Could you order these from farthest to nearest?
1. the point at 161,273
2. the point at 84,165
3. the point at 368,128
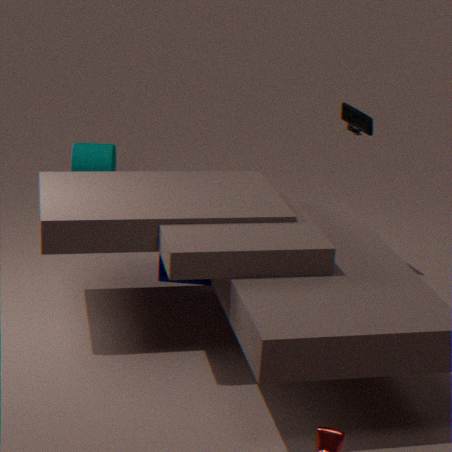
the point at 84,165, the point at 368,128, the point at 161,273
